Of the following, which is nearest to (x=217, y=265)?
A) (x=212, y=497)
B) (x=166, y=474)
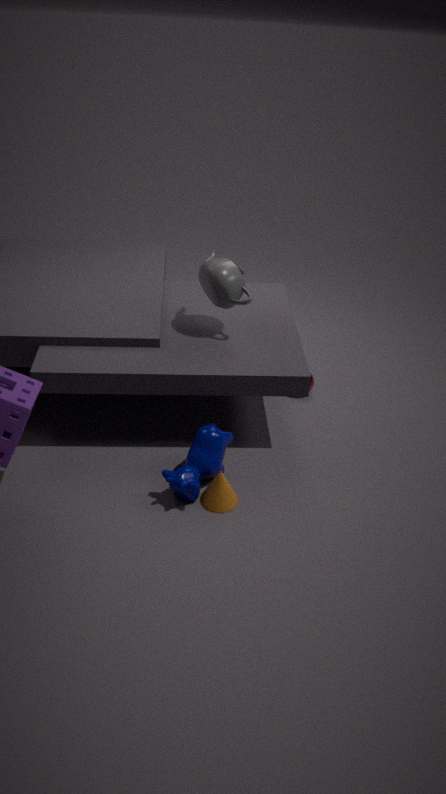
(x=166, y=474)
